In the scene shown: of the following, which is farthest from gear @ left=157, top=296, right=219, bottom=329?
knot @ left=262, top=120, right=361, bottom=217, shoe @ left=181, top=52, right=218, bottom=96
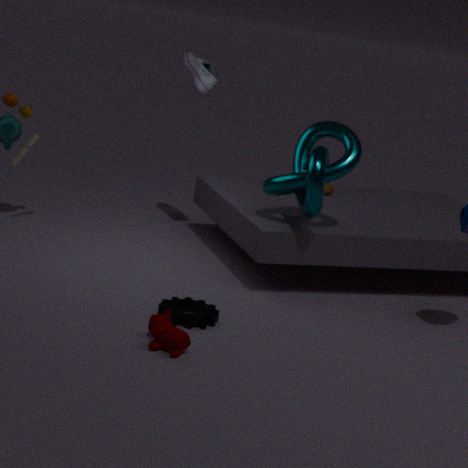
shoe @ left=181, top=52, right=218, bottom=96
